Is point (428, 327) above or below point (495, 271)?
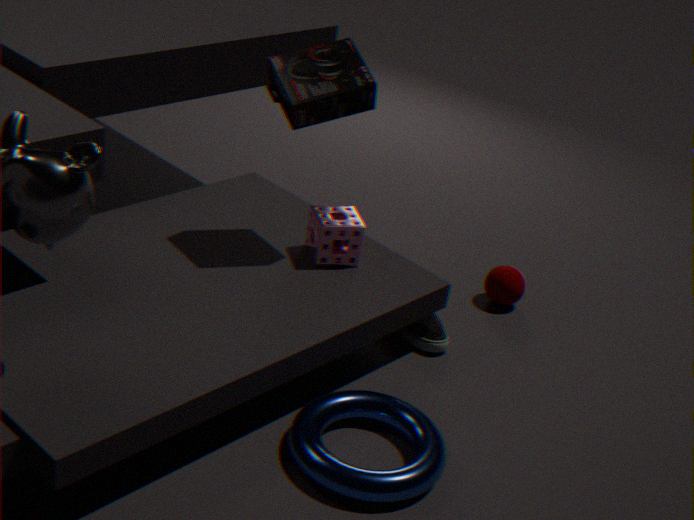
below
